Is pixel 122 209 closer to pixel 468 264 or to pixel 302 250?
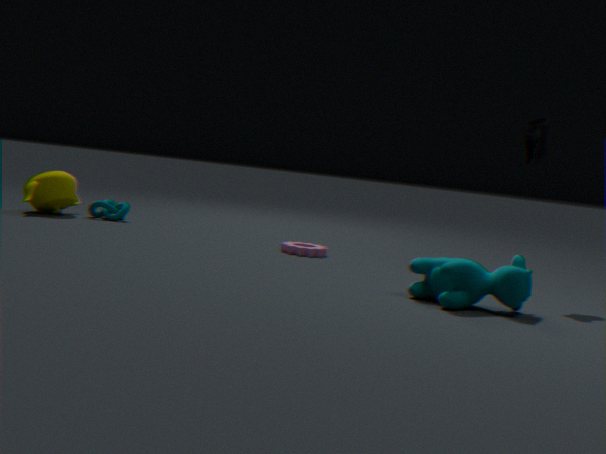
pixel 302 250
